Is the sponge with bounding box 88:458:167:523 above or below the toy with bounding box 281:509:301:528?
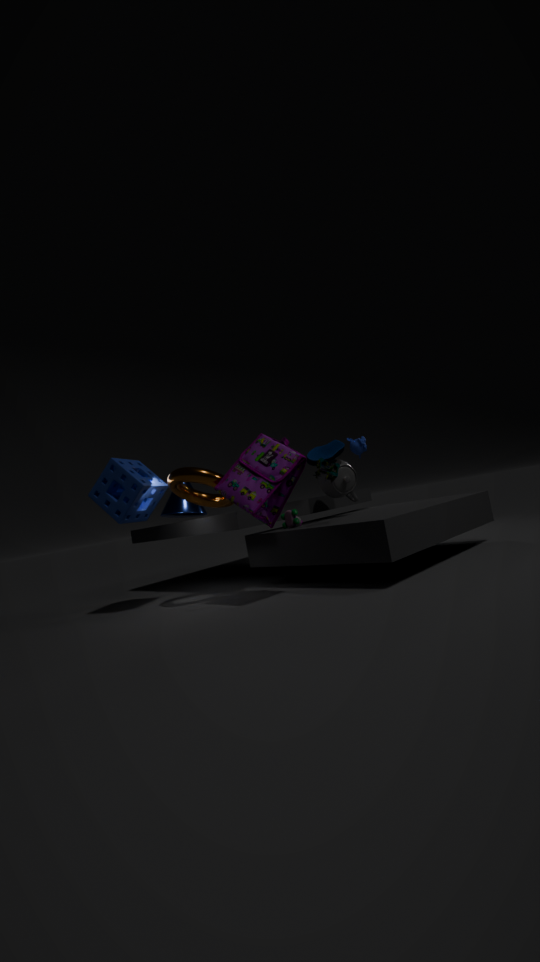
above
